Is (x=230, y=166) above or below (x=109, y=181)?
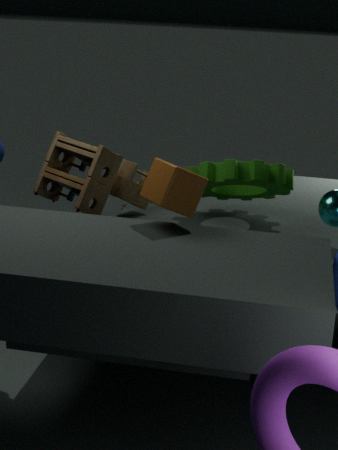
below
